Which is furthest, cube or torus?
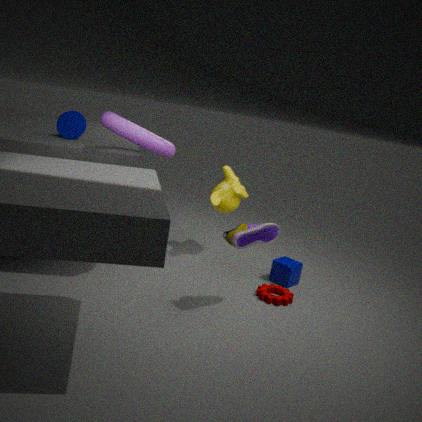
cube
